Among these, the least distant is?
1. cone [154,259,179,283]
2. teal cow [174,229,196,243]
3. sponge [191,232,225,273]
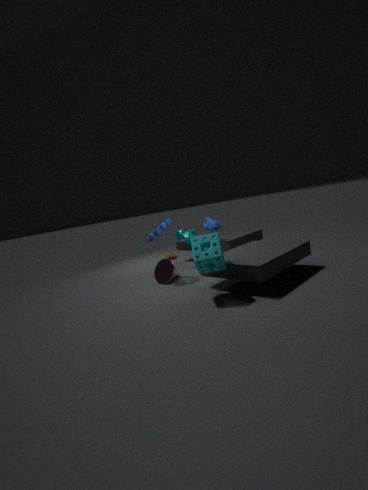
sponge [191,232,225,273]
